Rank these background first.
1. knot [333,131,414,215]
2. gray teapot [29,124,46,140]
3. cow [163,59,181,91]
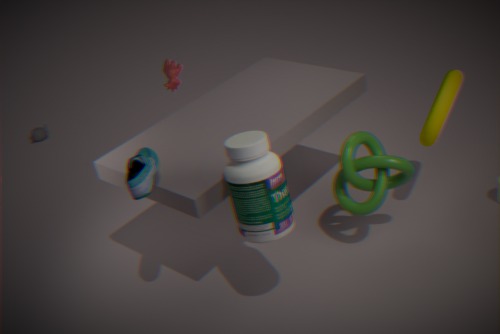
gray teapot [29,124,46,140] → cow [163,59,181,91] → knot [333,131,414,215]
